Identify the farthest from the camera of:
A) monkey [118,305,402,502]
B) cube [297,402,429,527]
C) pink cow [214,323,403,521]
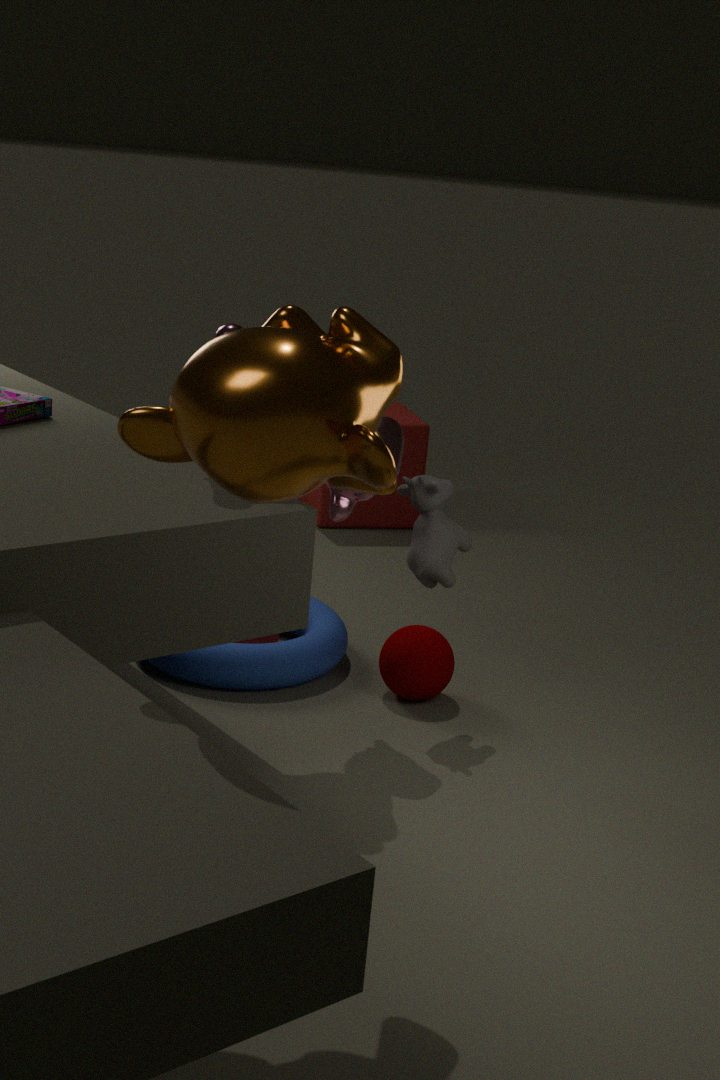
B. cube [297,402,429,527]
